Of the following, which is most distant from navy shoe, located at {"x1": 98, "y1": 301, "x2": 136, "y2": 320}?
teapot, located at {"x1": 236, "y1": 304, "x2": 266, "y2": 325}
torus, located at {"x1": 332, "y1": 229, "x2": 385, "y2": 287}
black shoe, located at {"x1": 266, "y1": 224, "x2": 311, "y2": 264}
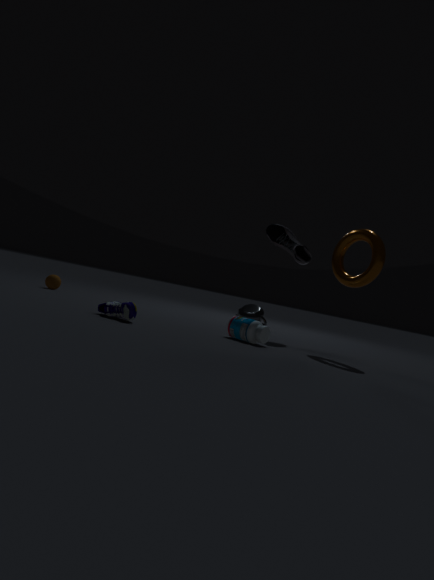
teapot, located at {"x1": 236, "y1": 304, "x2": 266, "y2": 325}
